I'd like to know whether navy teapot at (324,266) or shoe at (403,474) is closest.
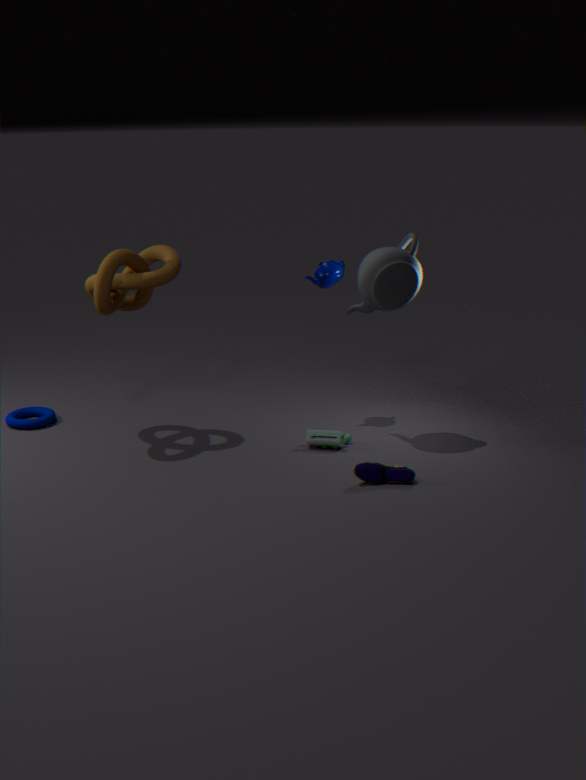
shoe at (403,474)
